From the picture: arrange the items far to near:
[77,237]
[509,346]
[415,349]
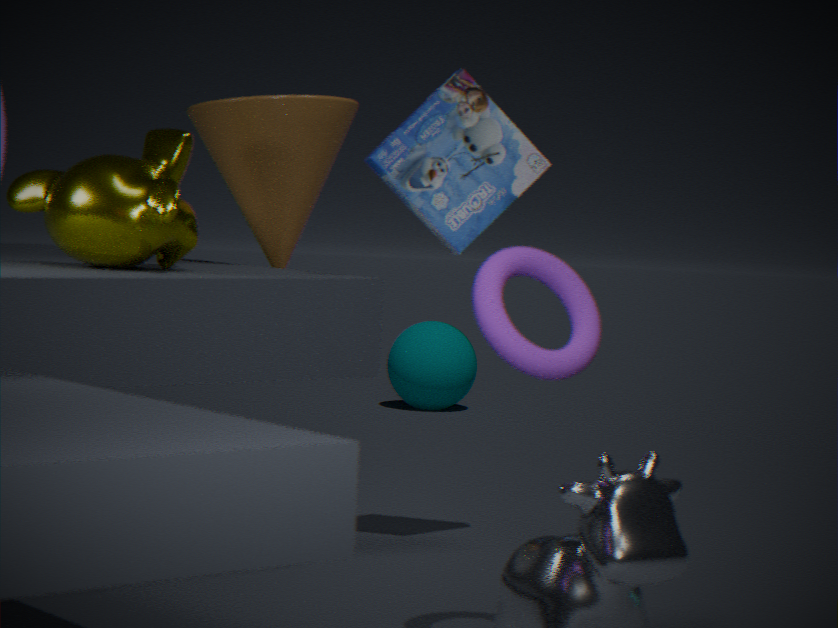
[415,349]
[77,237]
[509,346]
